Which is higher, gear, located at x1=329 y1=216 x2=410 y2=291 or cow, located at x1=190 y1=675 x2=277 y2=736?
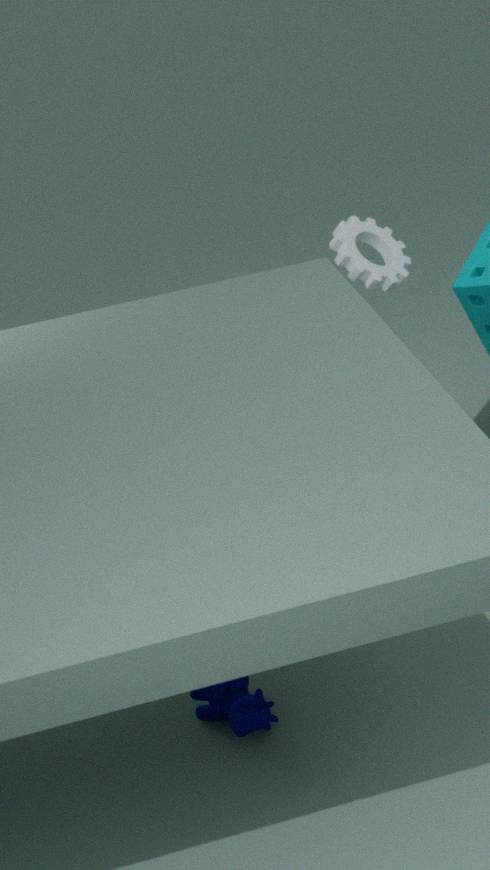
gear, located at x1=329 y1=216 x2=410 y2=291
